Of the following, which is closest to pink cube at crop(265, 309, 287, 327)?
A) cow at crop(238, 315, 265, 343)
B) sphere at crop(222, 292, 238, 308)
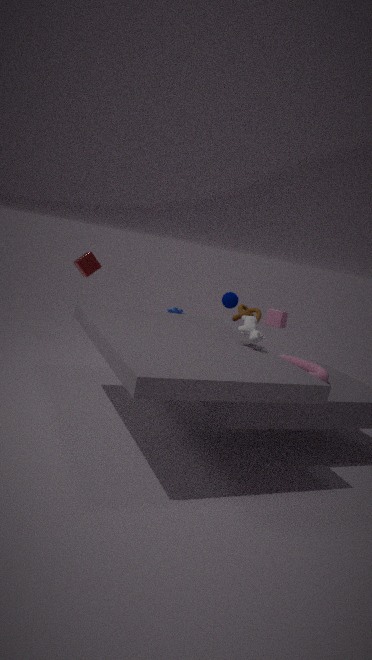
sphere at crop(222, 292, 238, 308)
